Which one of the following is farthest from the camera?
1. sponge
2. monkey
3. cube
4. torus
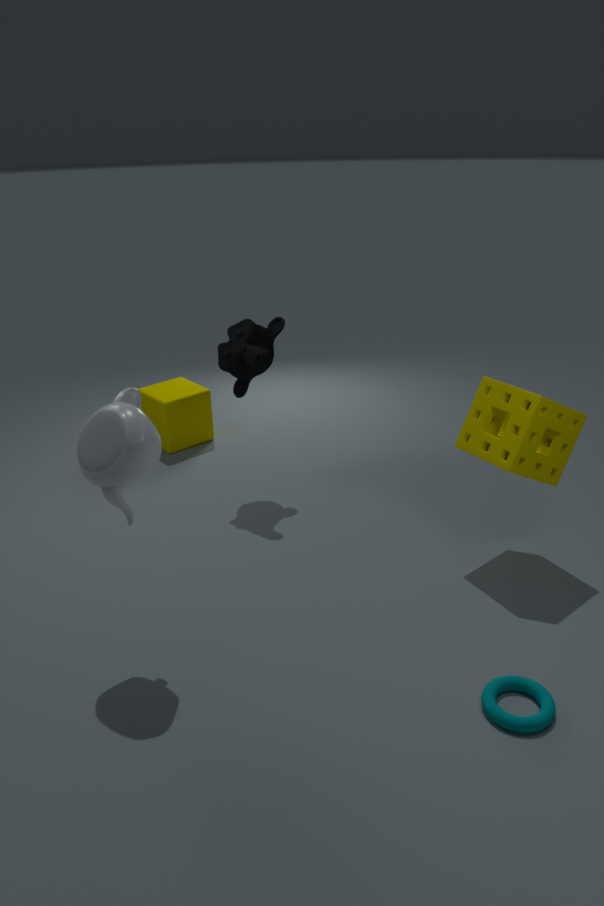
cube
